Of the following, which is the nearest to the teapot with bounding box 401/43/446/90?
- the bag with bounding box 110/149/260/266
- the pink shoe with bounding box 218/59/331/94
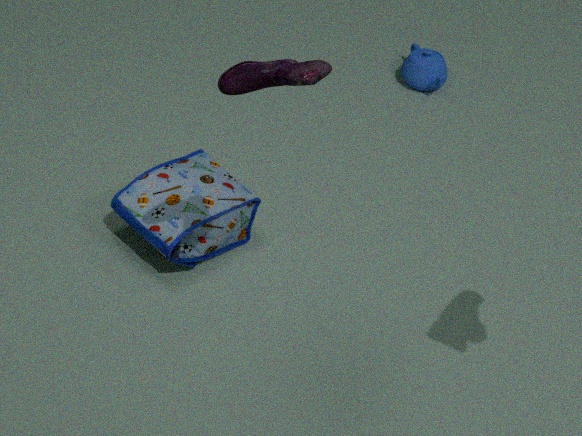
the bag with bounding box 110/149/260/266
